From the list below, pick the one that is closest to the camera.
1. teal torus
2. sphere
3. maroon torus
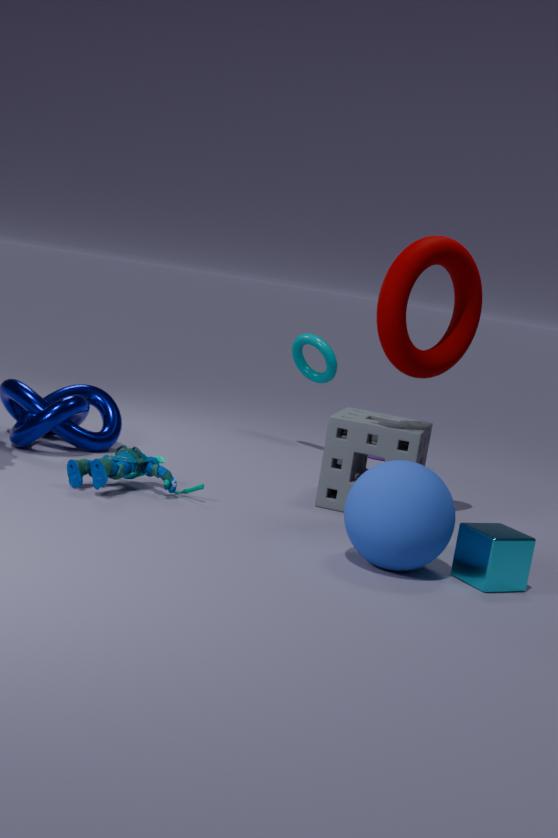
sphere
